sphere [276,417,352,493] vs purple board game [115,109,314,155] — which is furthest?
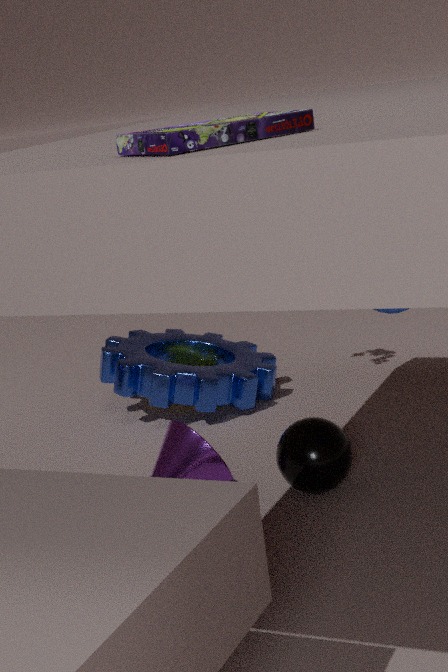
sphere [276,417,352,493]
